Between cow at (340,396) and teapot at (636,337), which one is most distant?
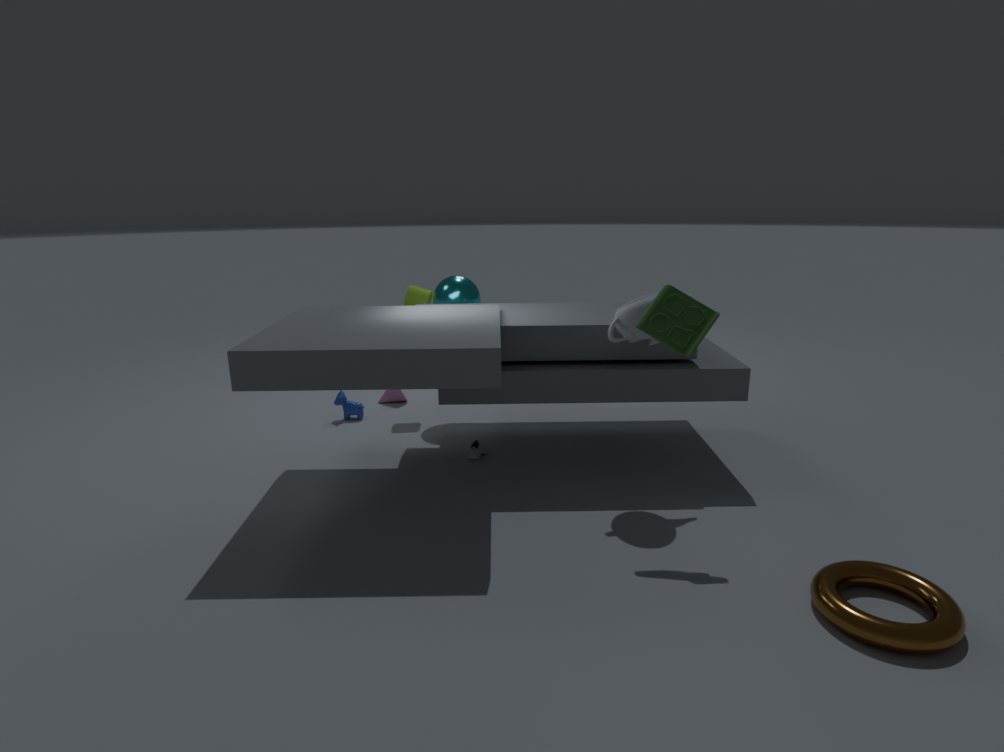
cow at (340,396)
